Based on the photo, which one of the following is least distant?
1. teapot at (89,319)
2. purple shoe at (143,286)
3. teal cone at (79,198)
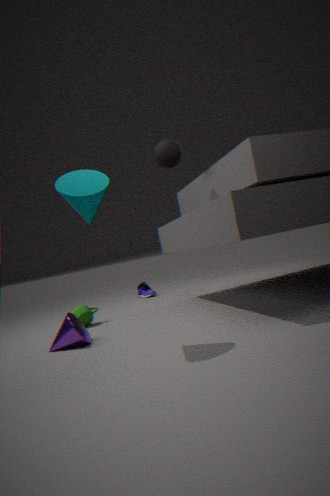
teal cone at (79,198)
